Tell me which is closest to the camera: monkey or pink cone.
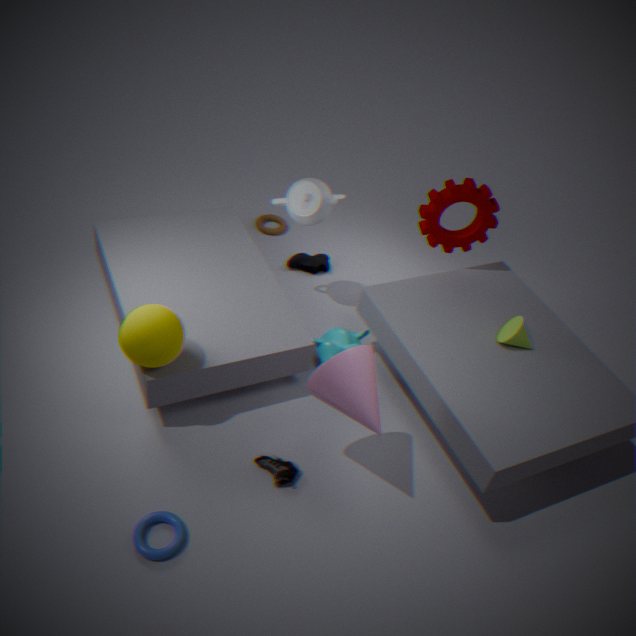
pink cone
